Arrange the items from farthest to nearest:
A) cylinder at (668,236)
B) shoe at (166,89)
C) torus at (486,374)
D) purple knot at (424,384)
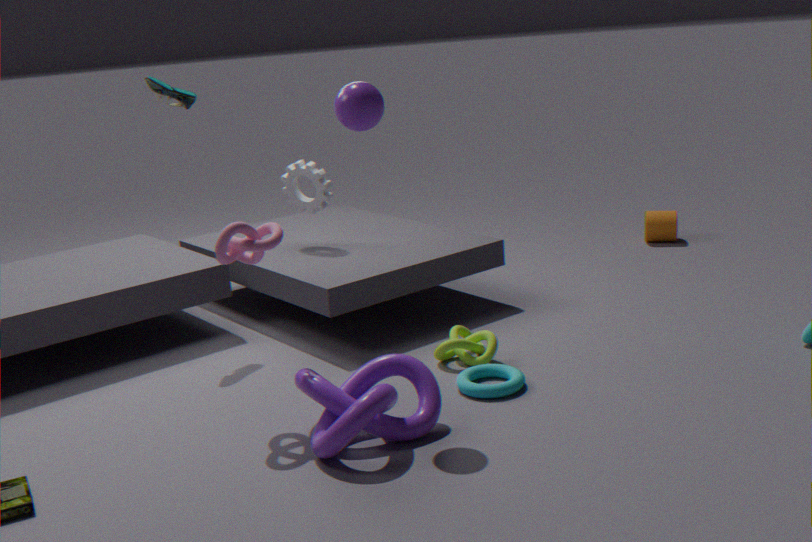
1. cylinder at (668,236)
2. shoe at (166,89)
3. torus at (486,374)
4. purple knot at (424,384)
